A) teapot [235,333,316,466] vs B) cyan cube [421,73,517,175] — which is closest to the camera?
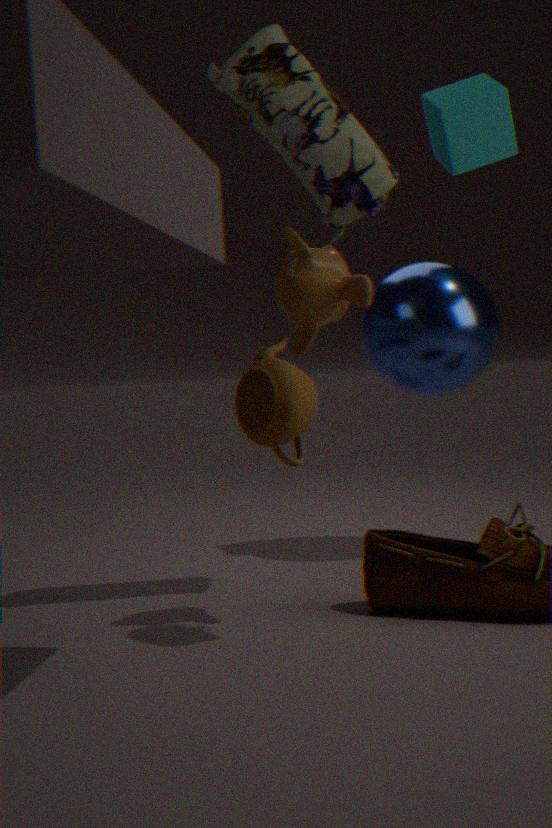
A. teapot [235,333,316,466]
